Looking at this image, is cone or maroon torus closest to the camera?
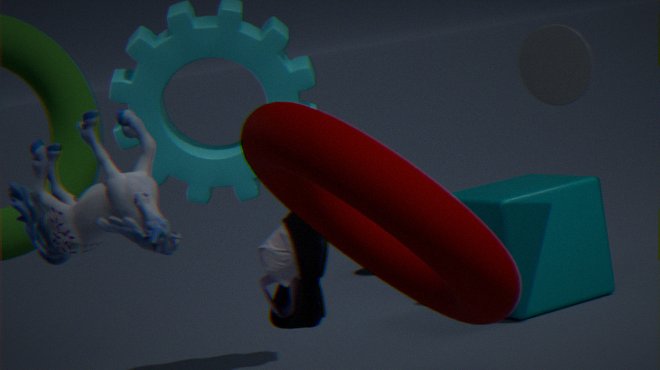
maroon torus
